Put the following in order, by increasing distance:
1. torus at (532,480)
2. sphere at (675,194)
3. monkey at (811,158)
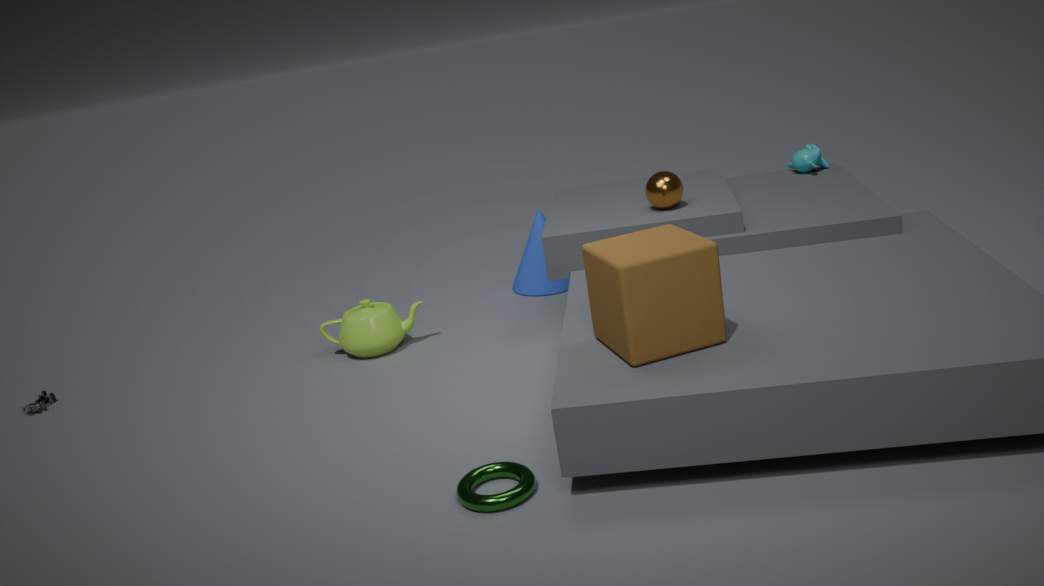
torus at (532,480), sphere at (675,194), monkey at (811,158)
